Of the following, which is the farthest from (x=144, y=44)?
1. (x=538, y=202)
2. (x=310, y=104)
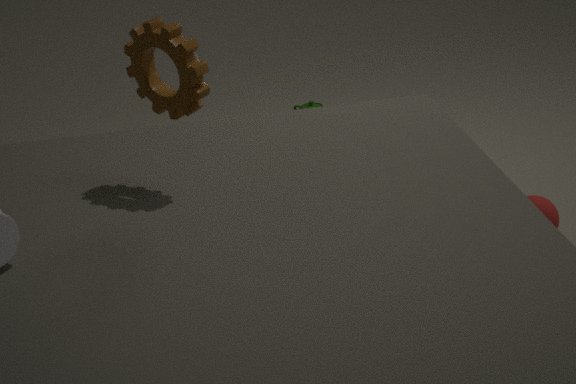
(x=310, y=104)
